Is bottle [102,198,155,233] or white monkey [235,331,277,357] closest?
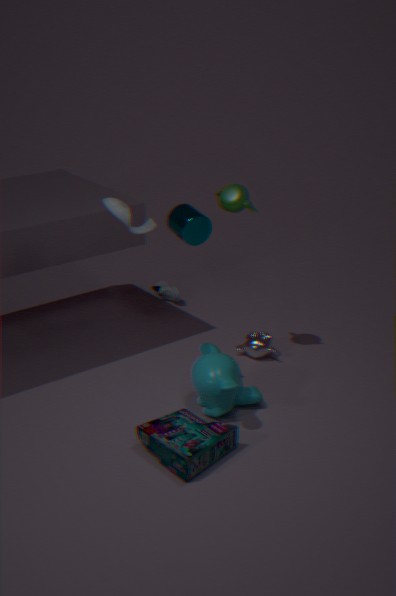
bottle [102,198,155,233]
